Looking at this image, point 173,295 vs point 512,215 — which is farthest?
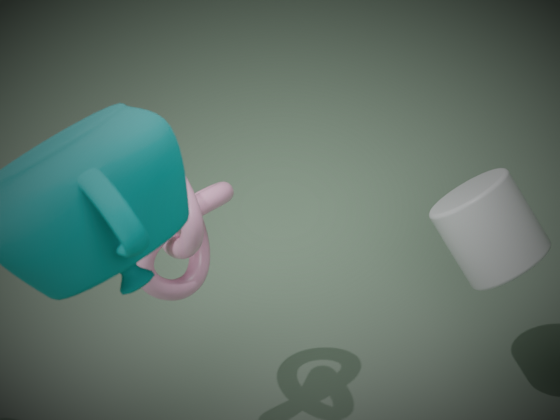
point 512,215
